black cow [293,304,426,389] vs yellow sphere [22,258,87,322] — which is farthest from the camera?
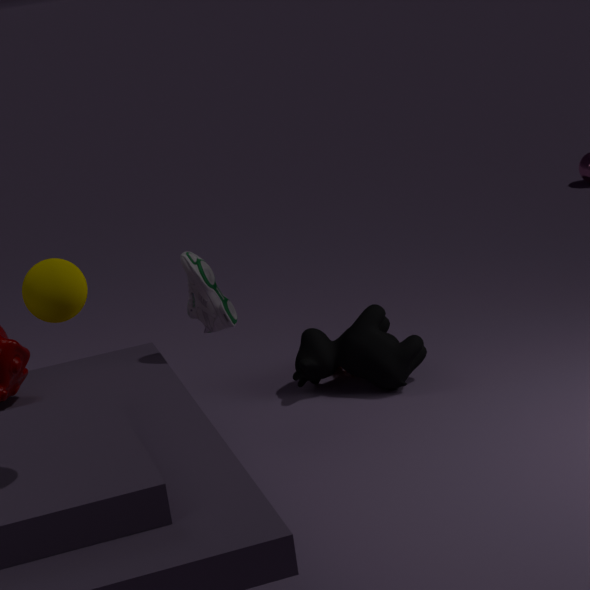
black cow [293,304,426,389]
